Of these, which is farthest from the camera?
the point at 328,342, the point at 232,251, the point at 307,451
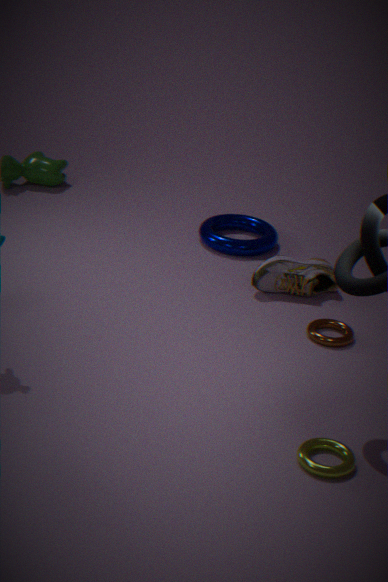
the point at 232,251
